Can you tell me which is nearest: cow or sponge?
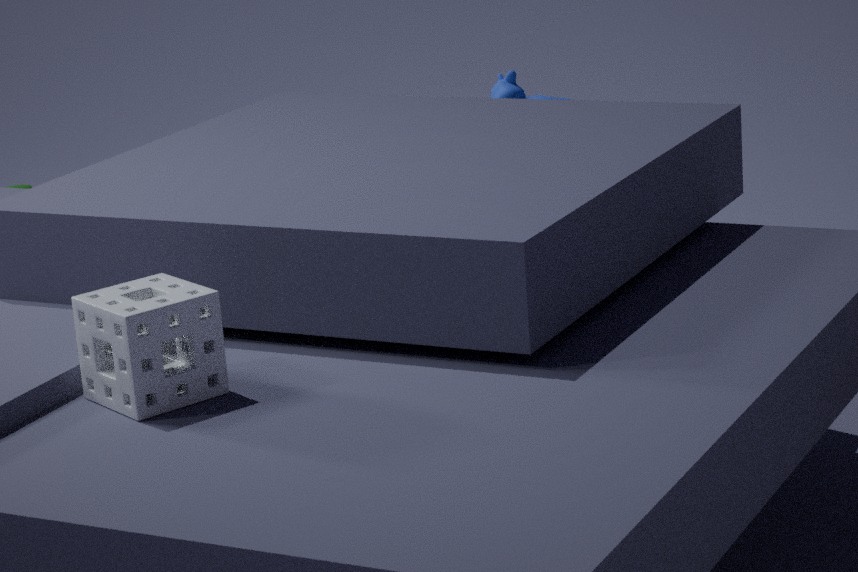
sponge
